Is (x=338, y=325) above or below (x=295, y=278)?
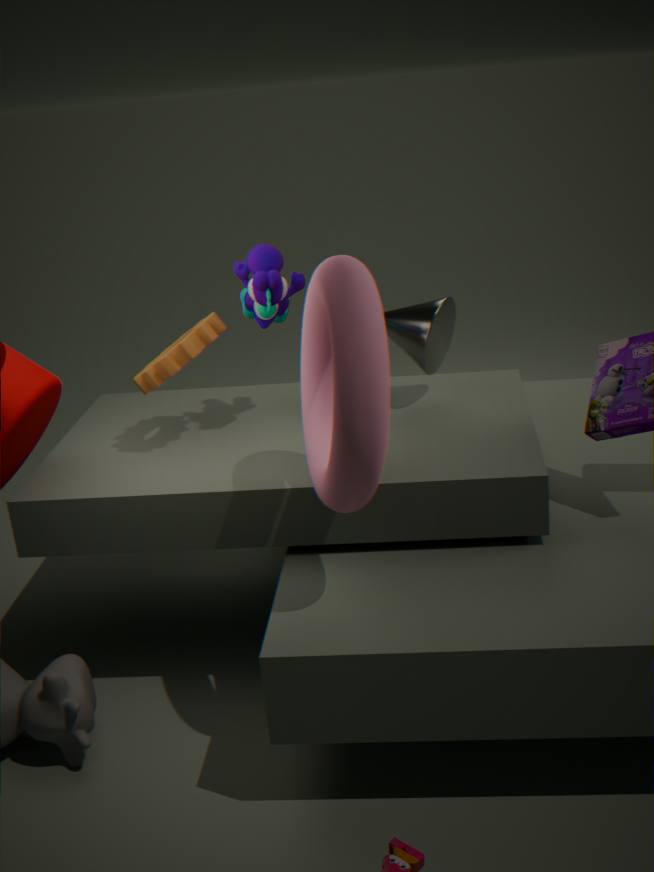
below
